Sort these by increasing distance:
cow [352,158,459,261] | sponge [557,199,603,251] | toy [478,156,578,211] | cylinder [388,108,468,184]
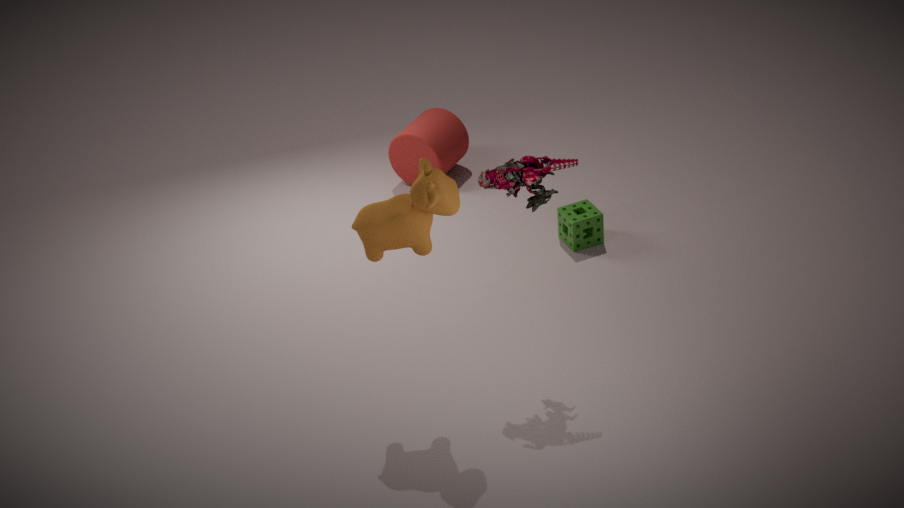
cow [352,158,459,261] → toy [478,156,578,211] → sponge [557,199,603,251] → cylinder [388,108,468,184]
